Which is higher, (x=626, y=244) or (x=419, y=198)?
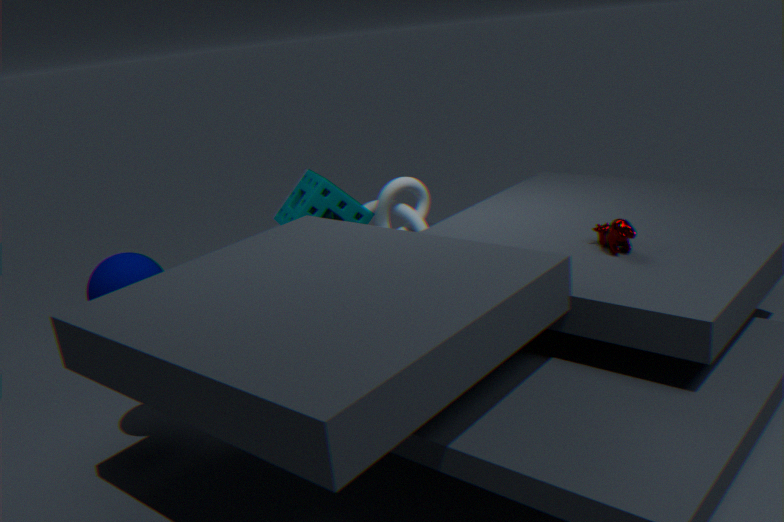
(x=626, y=244)
